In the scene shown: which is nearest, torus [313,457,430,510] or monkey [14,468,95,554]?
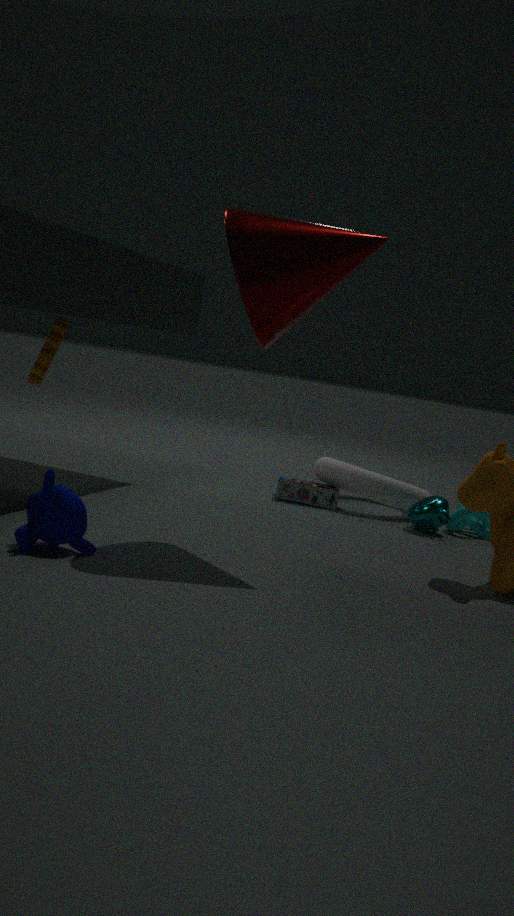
monkey [14,468,95,554]
